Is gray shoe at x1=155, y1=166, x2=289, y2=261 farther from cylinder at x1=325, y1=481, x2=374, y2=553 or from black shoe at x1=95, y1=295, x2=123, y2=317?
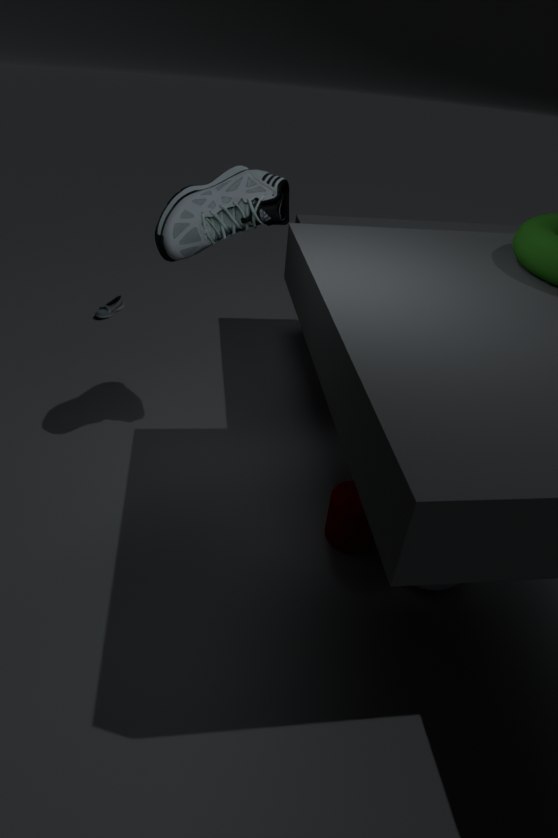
black shoe at x1=95, y1=295, x2=123, y2=317
